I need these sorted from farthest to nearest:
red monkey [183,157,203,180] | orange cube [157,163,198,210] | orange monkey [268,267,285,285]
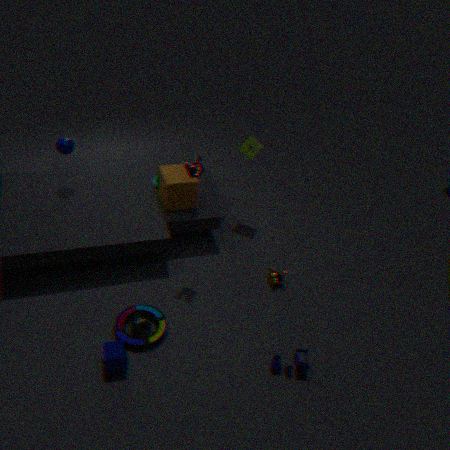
orange cube [157,163,198,210], orange monkey [268,267,285,285], red monkey [183,157,203,180]
